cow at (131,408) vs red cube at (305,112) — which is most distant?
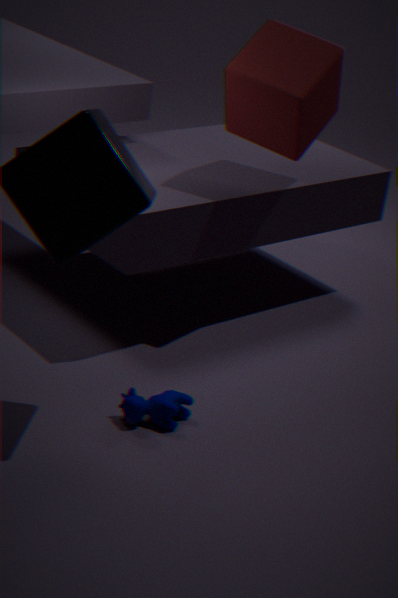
red cube at (305,112)
